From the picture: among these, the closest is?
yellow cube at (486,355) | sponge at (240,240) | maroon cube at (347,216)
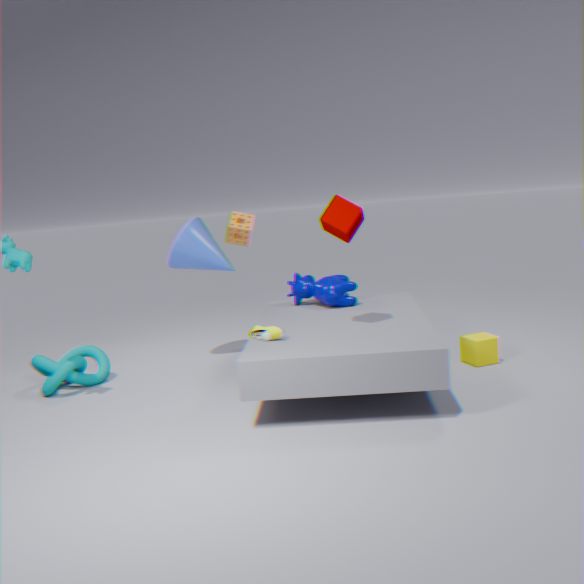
maroon cube at (347,216)
